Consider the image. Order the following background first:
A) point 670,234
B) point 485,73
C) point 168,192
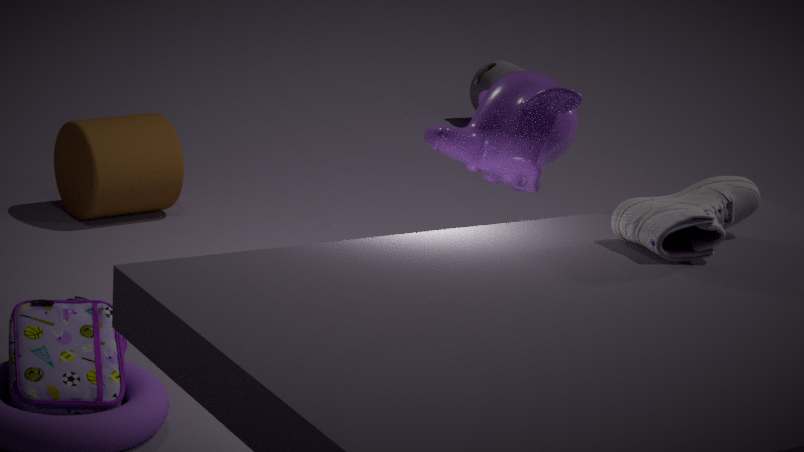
1. point 485,73
2. point 168,192
3. point 670,234
